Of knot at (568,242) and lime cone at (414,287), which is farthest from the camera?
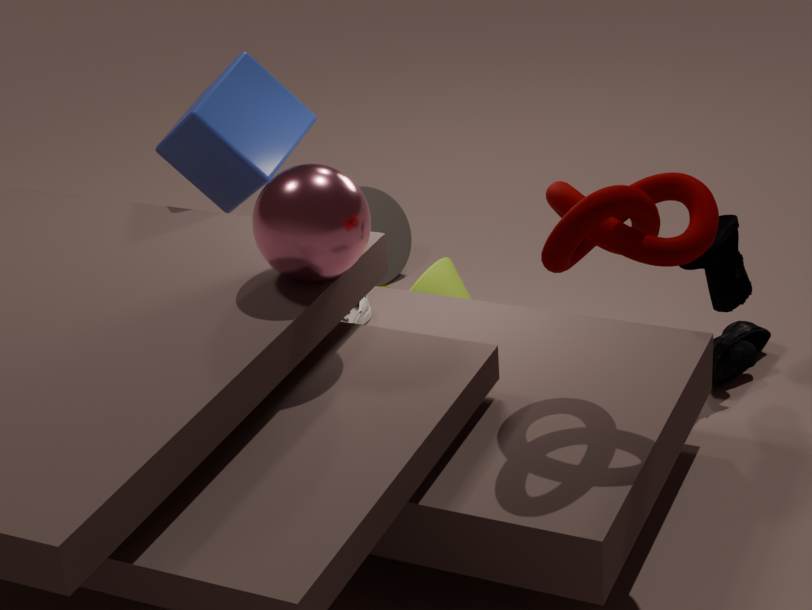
lime cone at (414,287)
